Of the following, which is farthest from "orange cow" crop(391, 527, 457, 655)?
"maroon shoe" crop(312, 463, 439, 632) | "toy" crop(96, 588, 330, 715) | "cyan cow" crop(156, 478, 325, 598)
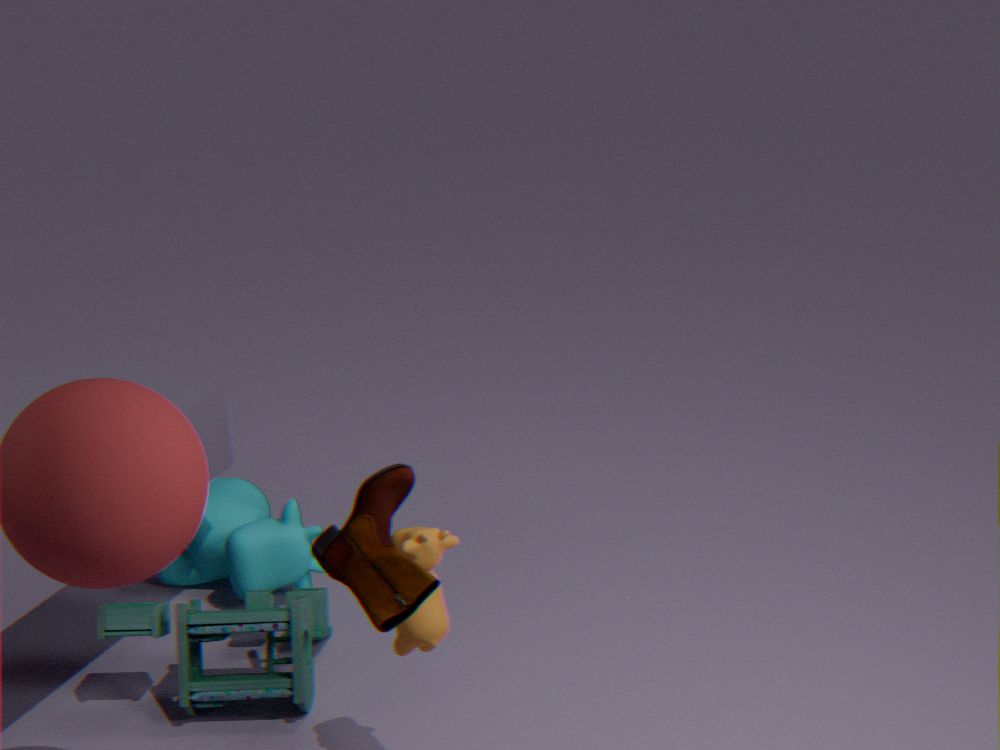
"cyan cow" crop(156, 478, 325, 598)
